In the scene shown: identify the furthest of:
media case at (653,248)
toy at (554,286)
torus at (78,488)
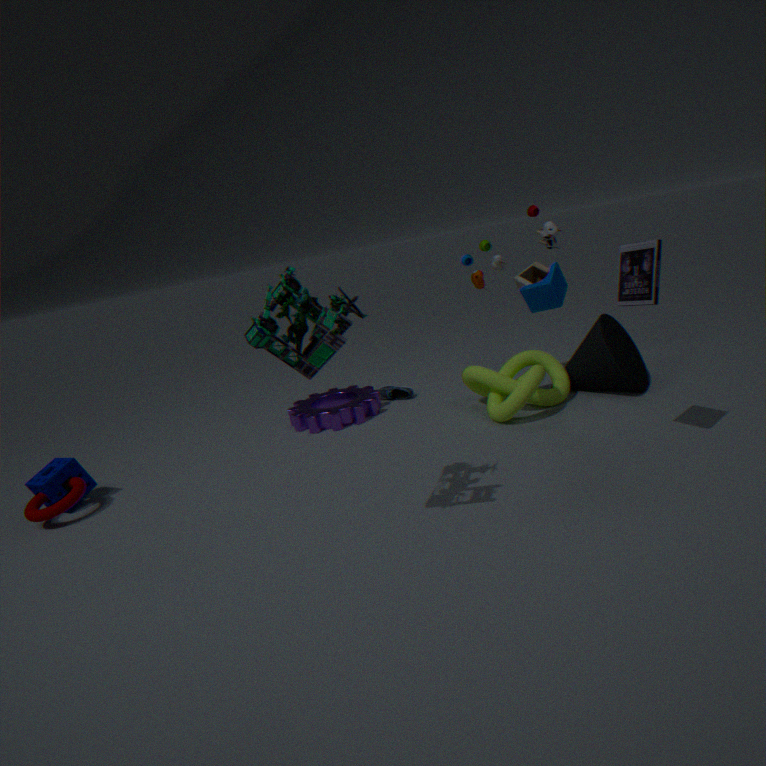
toy at (554,286)
